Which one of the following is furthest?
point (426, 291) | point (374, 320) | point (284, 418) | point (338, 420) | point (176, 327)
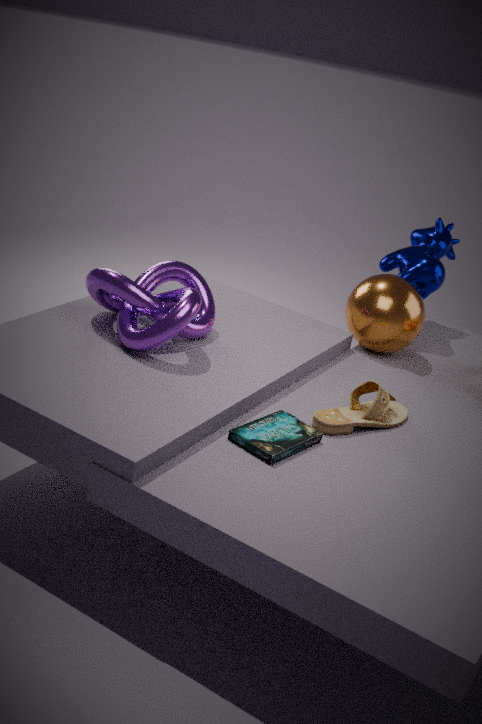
point (426, 291)
